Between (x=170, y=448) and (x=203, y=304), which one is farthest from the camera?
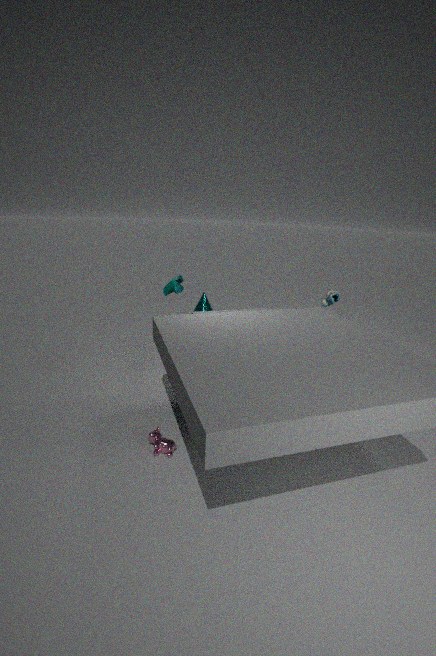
(x=203, y=304)
